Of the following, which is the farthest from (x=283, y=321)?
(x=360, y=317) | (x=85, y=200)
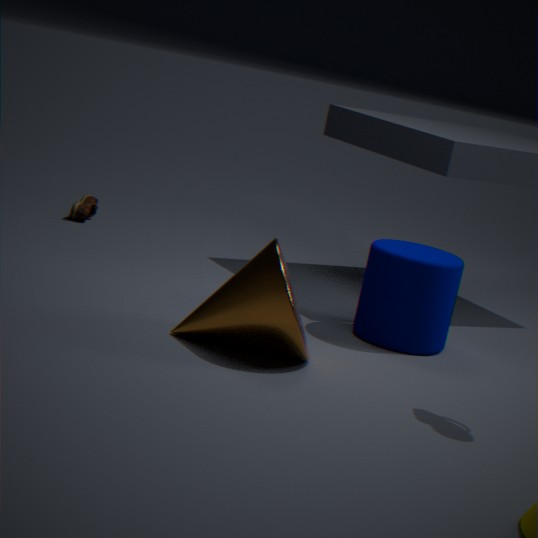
(x=85, y=200)
